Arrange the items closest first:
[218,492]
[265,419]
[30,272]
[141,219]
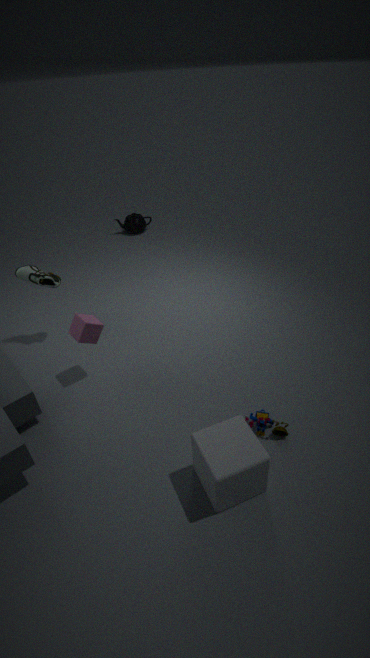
[218,492]
[265,419]
[30,272]
[141,219]
